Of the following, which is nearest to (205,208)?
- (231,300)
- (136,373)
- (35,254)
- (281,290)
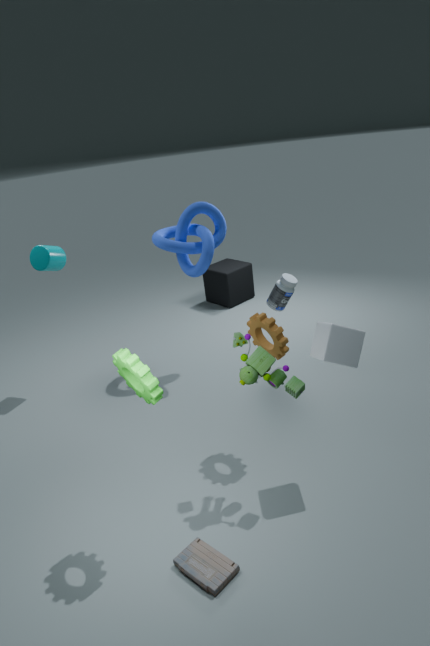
(281,290)
